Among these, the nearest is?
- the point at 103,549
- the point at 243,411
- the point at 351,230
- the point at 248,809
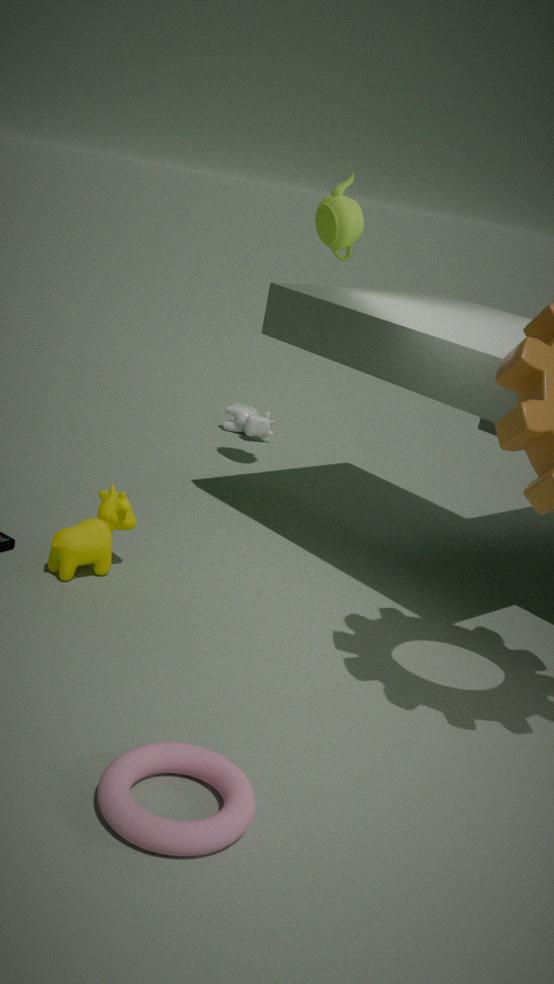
the point at 248,809
